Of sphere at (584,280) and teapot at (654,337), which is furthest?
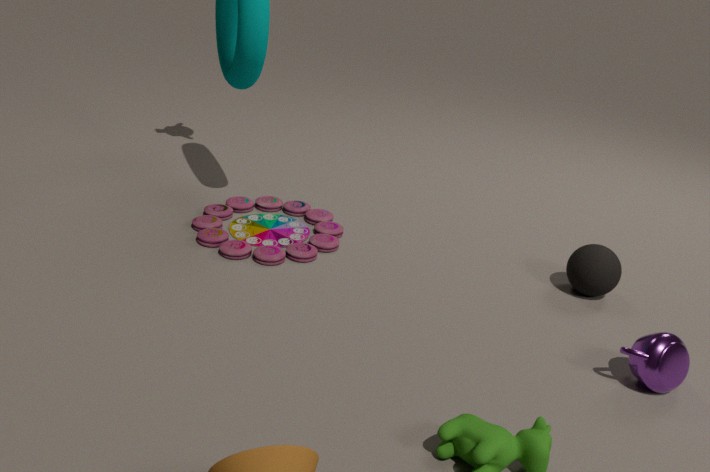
sphere at (584,280)
